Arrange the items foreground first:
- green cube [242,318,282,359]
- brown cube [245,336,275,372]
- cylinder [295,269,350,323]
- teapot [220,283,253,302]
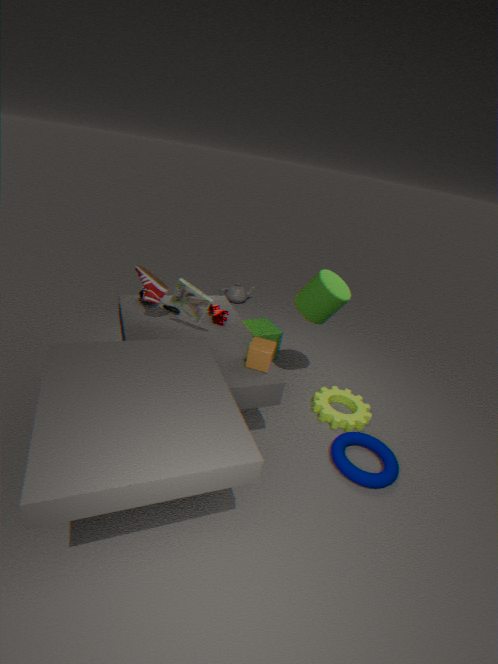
1. brown cube [245,336,275,372]
2. cylinder [295,269,350,323]
3. green cube [242,318,282,359]
4. teapot [220,283,253,302]
